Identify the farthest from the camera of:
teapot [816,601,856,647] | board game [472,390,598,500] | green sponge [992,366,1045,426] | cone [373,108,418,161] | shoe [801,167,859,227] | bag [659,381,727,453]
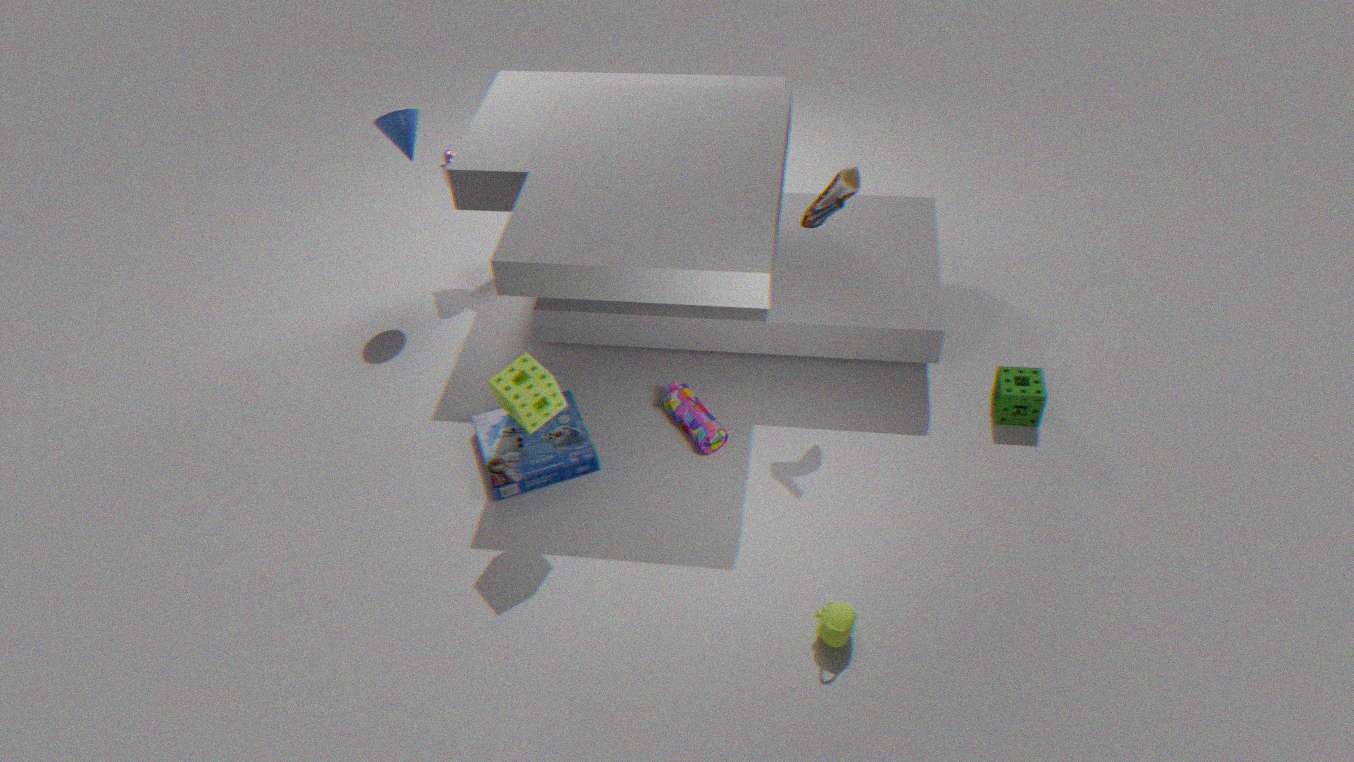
cone [373,108,418,161]
